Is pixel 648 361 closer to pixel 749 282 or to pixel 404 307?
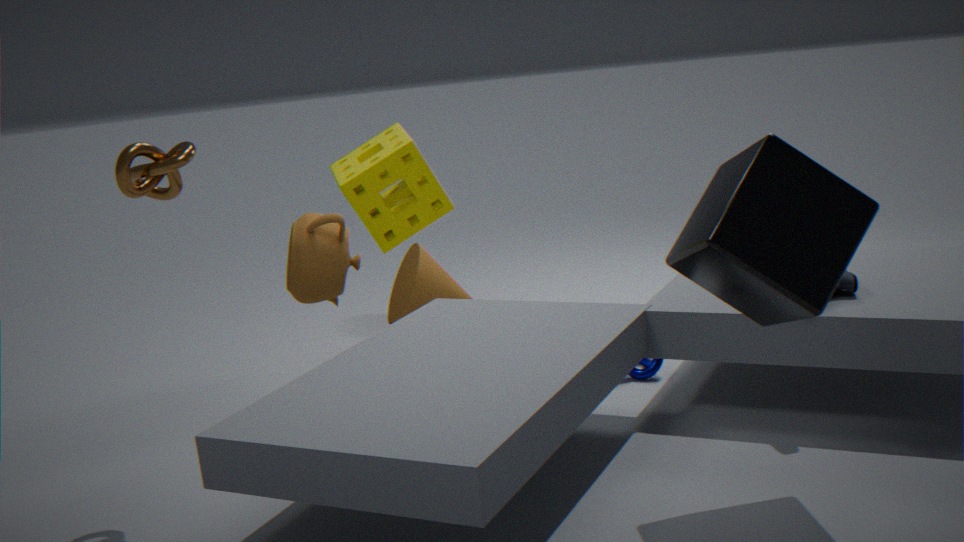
pixel 749 282
